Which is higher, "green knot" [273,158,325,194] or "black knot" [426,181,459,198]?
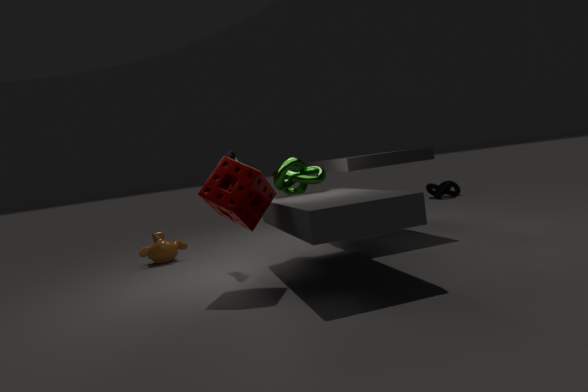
"green knot" [273,158,325,194]
